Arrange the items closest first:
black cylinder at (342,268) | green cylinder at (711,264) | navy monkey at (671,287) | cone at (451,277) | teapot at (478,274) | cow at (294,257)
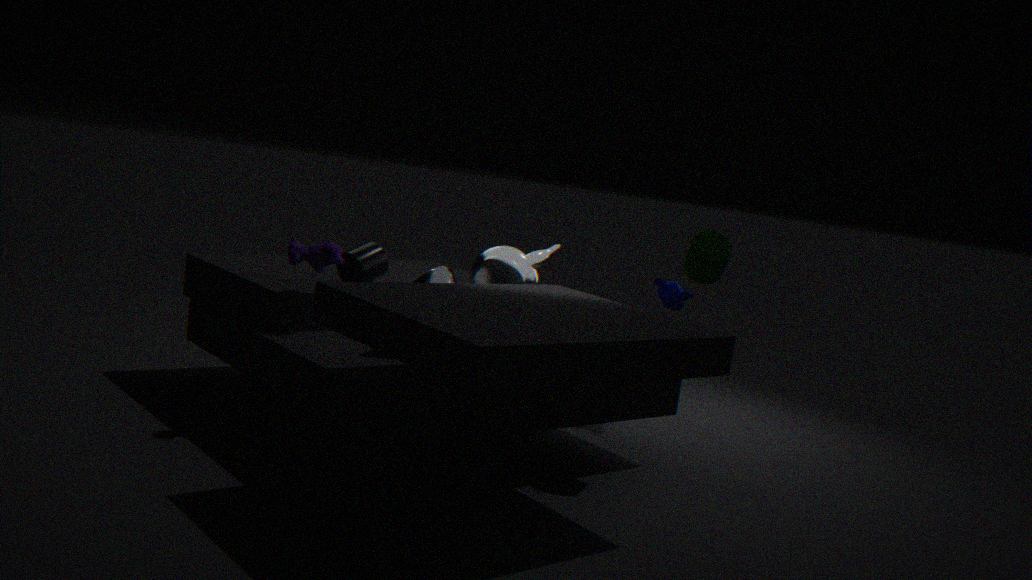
cone at (451,277) < cow at (294,257) < green cylinder at (711,264) < teapot at (478,274) < black cylinder at (342,268) < navy monkey at (671,287)
